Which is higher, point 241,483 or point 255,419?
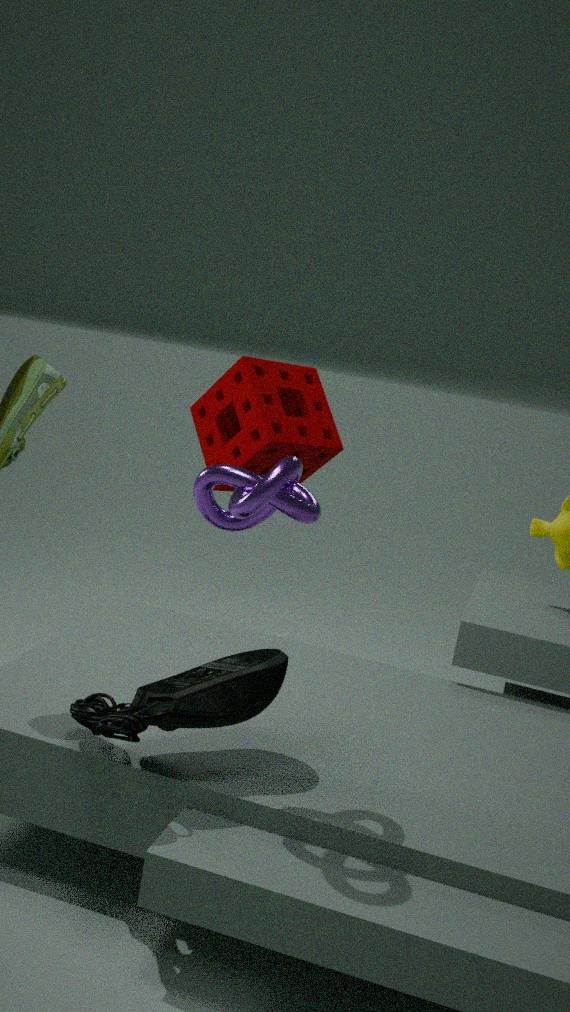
point 241,483
